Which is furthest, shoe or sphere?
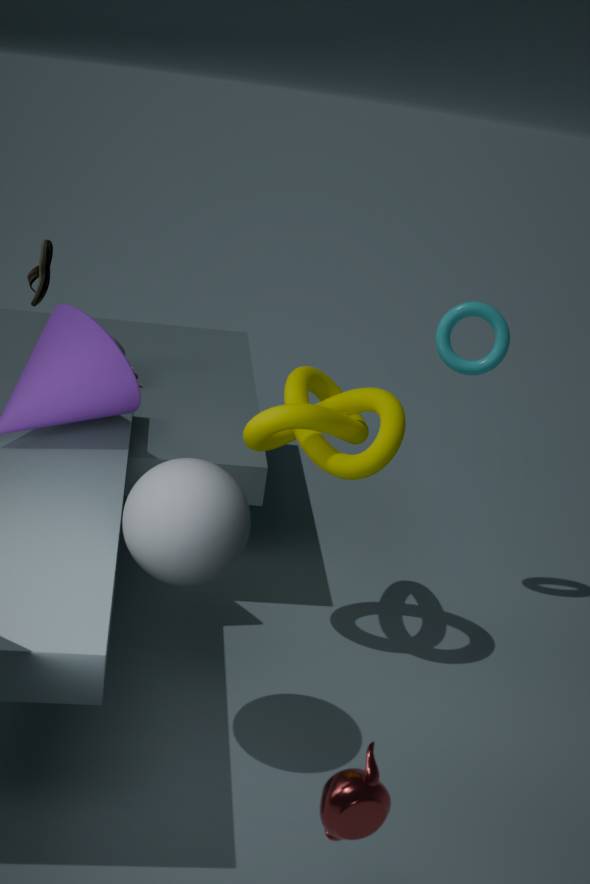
shoe
